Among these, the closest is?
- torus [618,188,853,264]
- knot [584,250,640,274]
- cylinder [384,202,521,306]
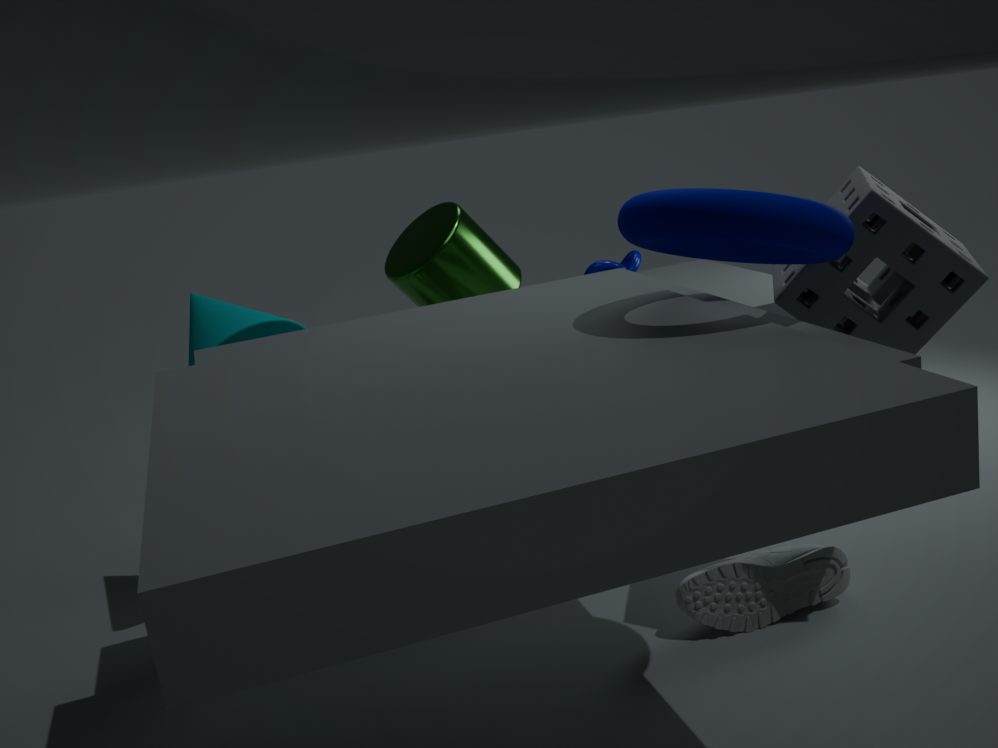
torus [618,188,853,264]
